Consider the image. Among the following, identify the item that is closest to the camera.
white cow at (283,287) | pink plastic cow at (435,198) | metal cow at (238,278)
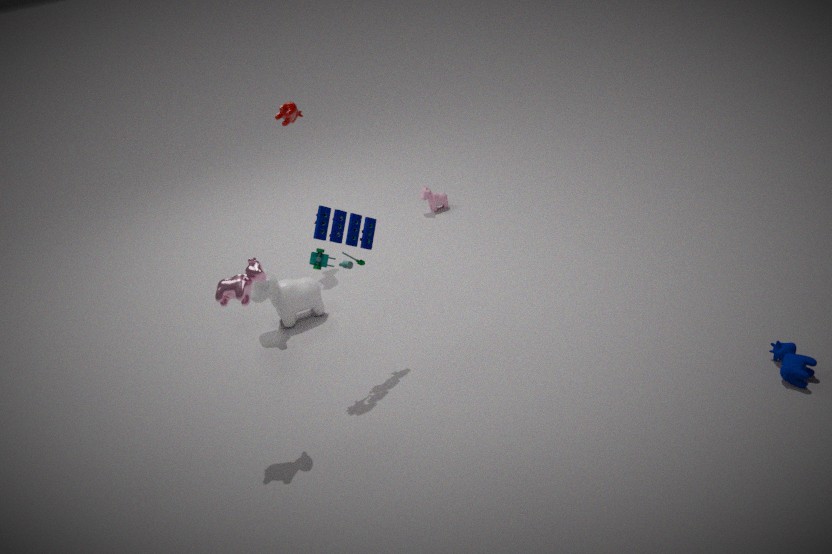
metal cow at (238,278)
